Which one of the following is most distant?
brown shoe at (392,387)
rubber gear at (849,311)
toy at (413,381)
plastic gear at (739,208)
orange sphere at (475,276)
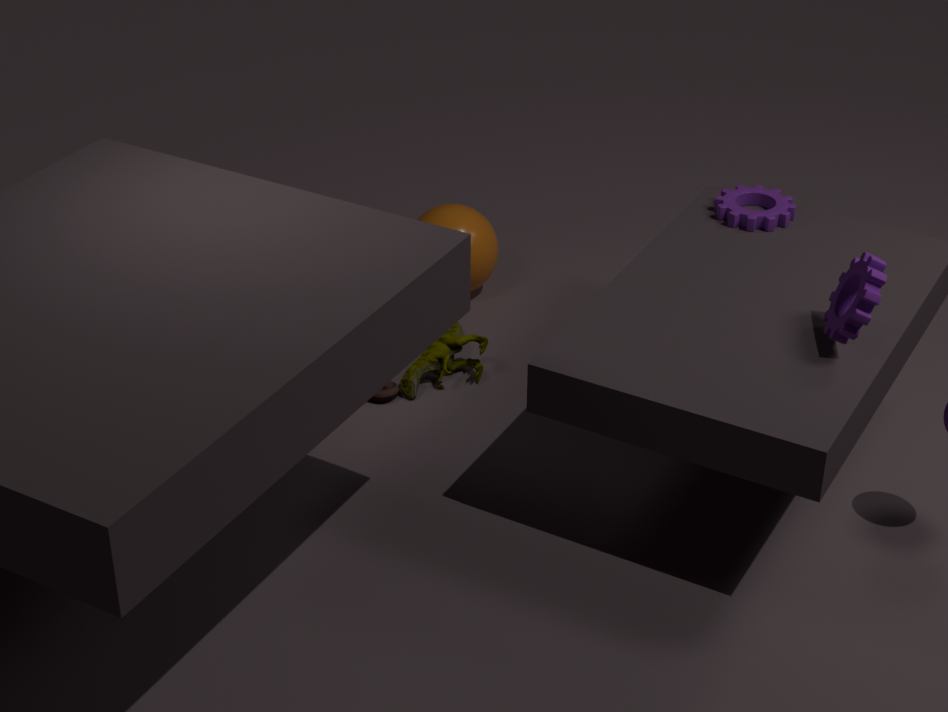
orange sphere at (475,276)
